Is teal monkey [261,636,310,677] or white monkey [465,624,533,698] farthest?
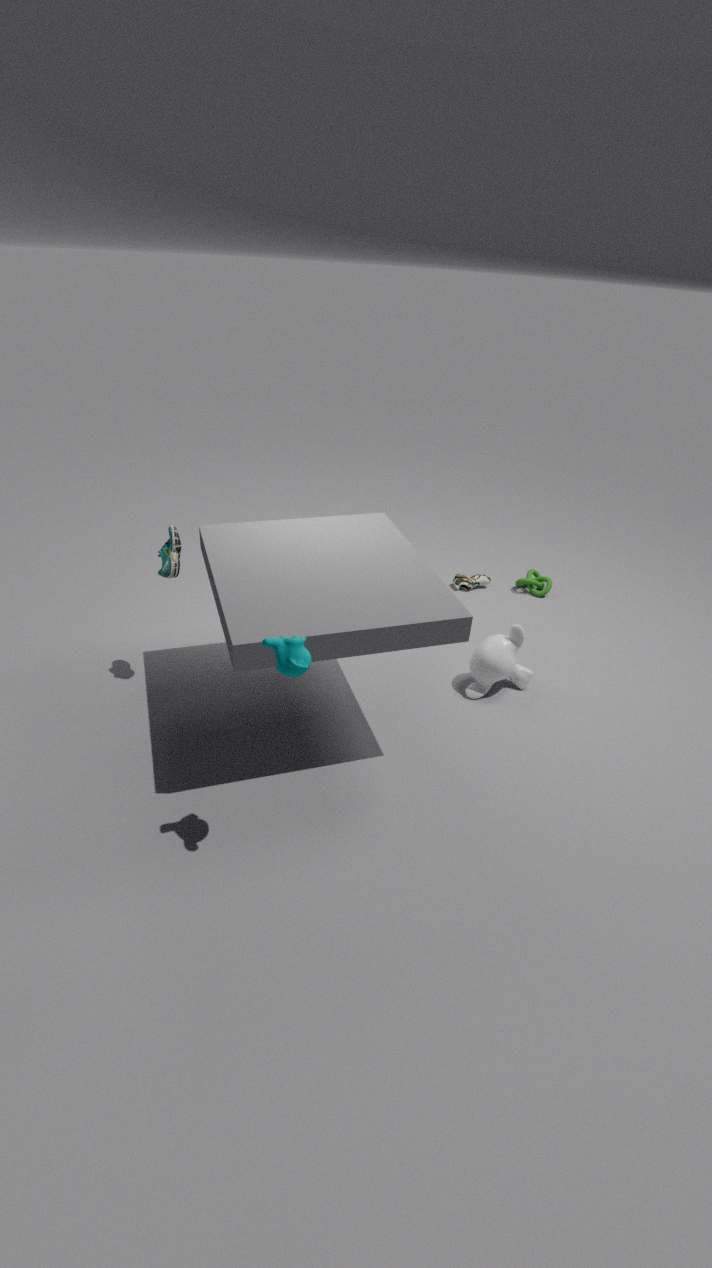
white monkey [465,624,533,698]
